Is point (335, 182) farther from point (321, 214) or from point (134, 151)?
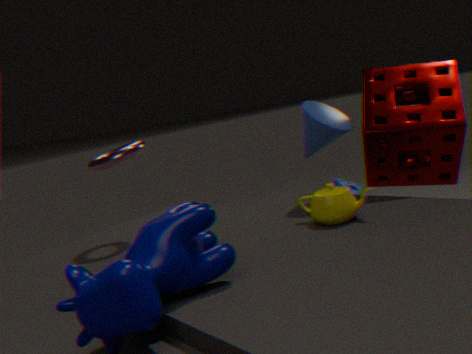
point (134, 151)
